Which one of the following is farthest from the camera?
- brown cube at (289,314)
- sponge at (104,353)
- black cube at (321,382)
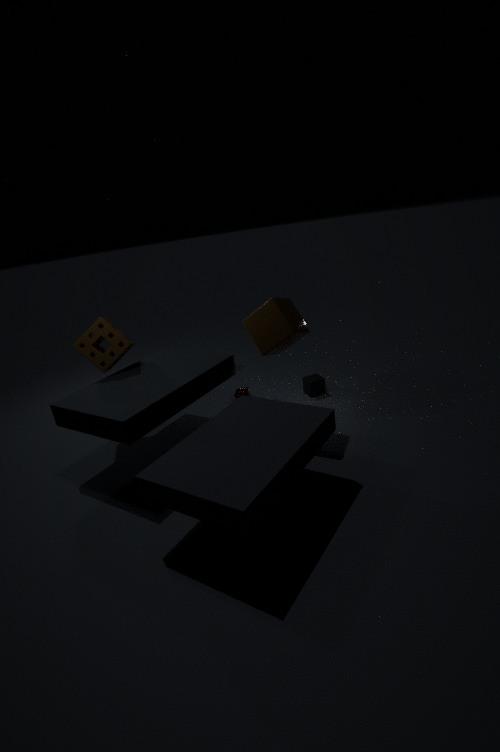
Answer: black cube at (321,382)
